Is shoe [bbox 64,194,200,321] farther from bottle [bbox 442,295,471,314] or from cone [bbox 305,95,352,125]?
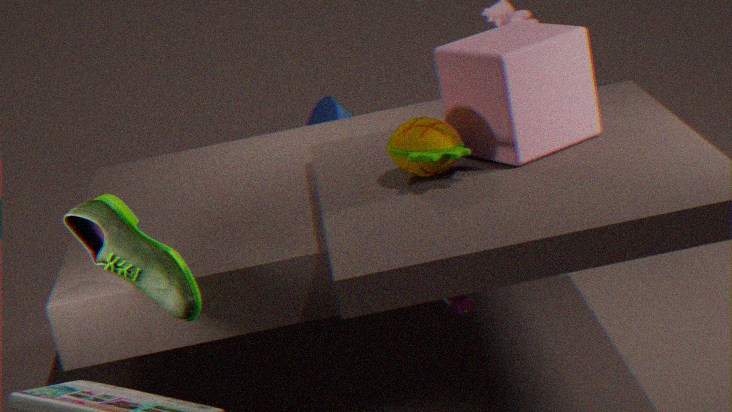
cone [bbox 305,95,352,125]
